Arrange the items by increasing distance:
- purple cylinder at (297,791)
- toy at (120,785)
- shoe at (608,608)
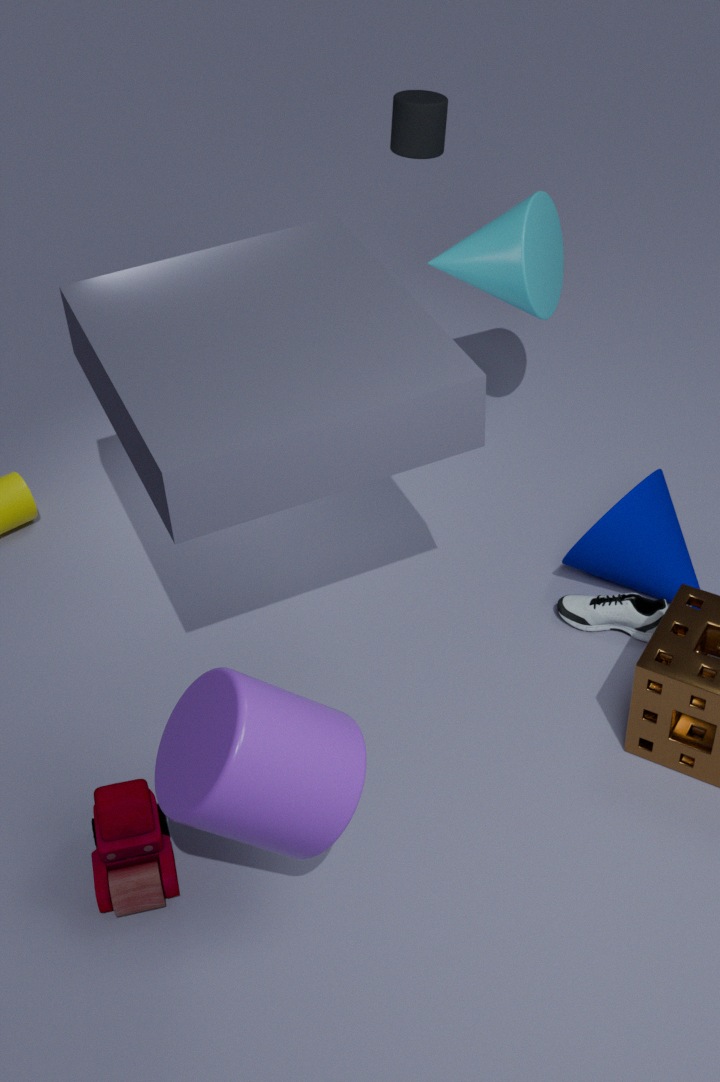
purple cylinder at (297,791), toy at (120,785), shoe at (608,608)
